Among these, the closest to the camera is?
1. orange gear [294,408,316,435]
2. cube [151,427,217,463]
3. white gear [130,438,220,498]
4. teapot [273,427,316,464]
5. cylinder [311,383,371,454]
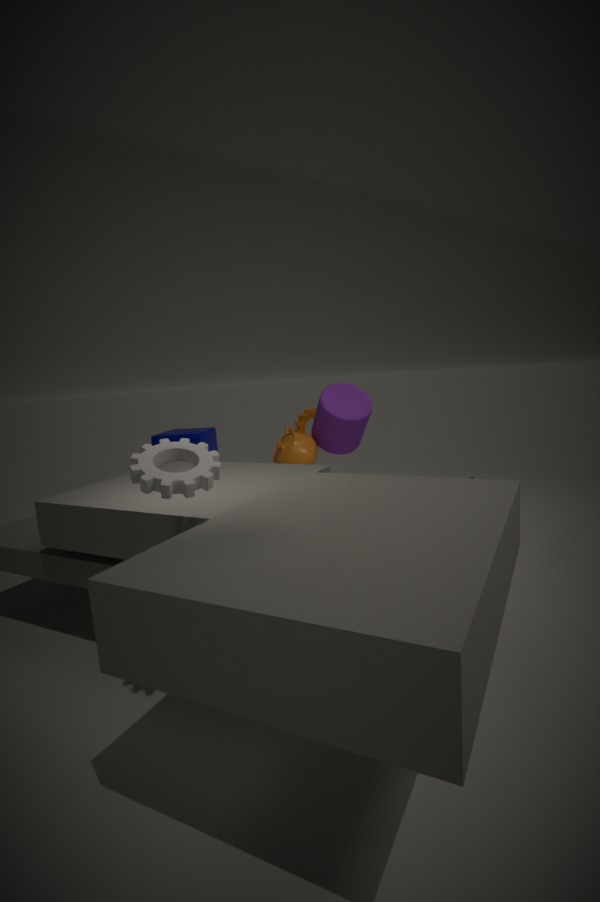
white gear [130,438,220,498]
